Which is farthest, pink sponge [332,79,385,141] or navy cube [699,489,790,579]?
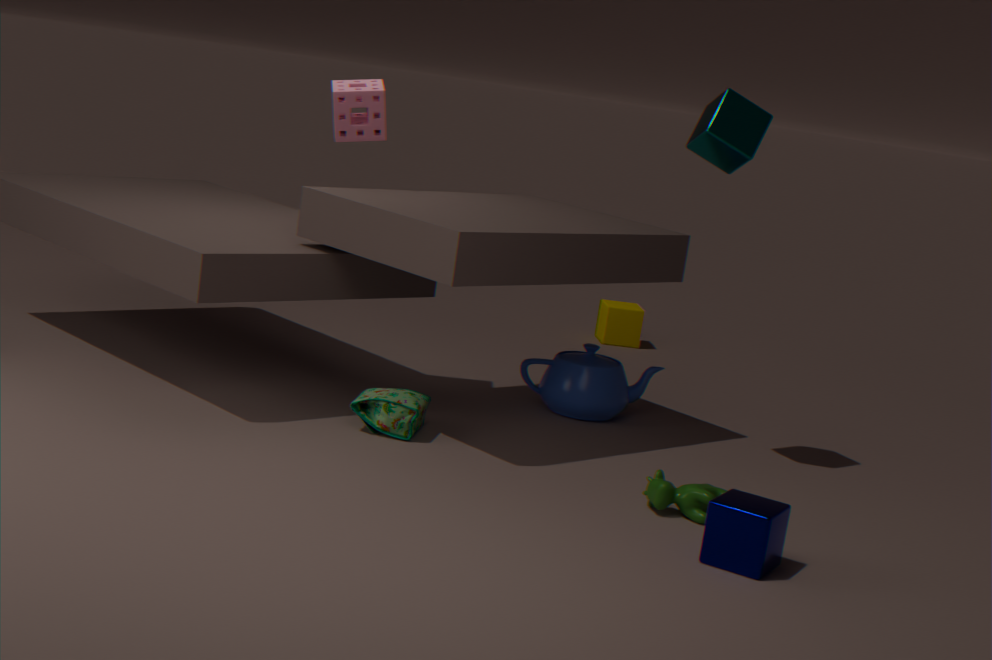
pink sponge [332,79,385,141]
